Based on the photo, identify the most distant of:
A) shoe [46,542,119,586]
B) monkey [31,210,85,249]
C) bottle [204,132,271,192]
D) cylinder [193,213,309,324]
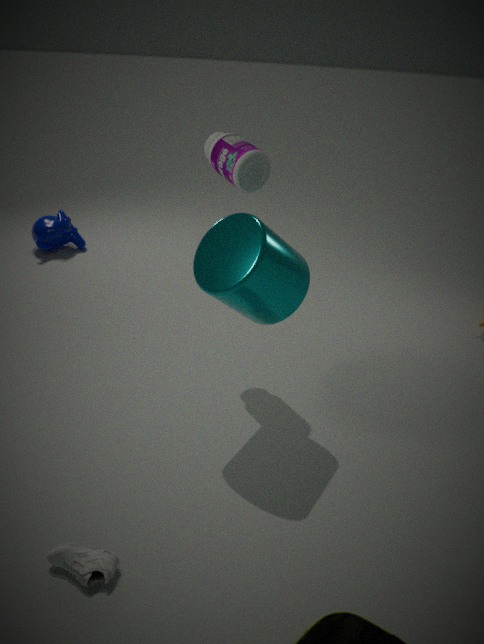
monkey [31,210,85,249]
